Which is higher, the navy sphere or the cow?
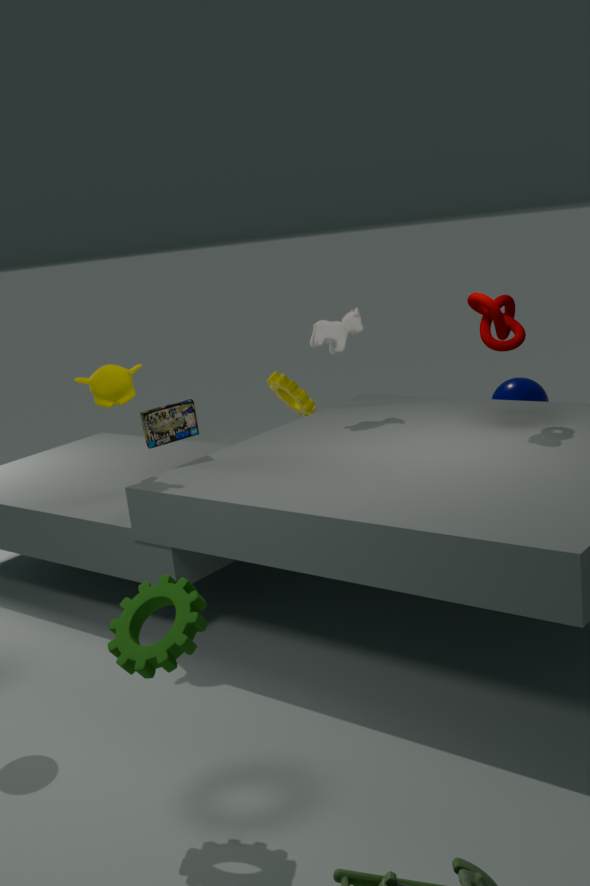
the cow
